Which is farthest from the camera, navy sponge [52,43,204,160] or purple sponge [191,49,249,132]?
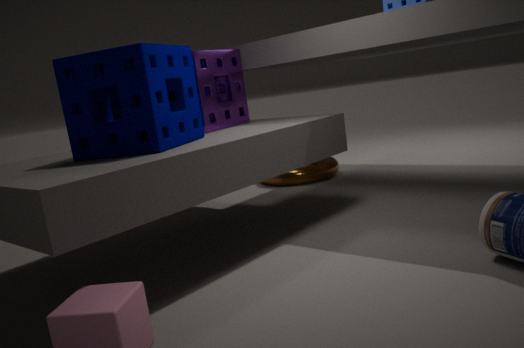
purple sponge [191,49,249,132]
